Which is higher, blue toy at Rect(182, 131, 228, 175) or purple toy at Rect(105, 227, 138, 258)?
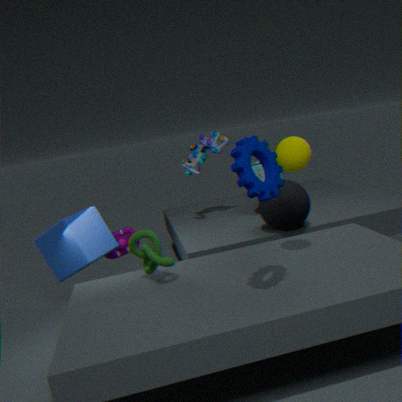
blue toy at Rect(182, 131, 228, 175)
